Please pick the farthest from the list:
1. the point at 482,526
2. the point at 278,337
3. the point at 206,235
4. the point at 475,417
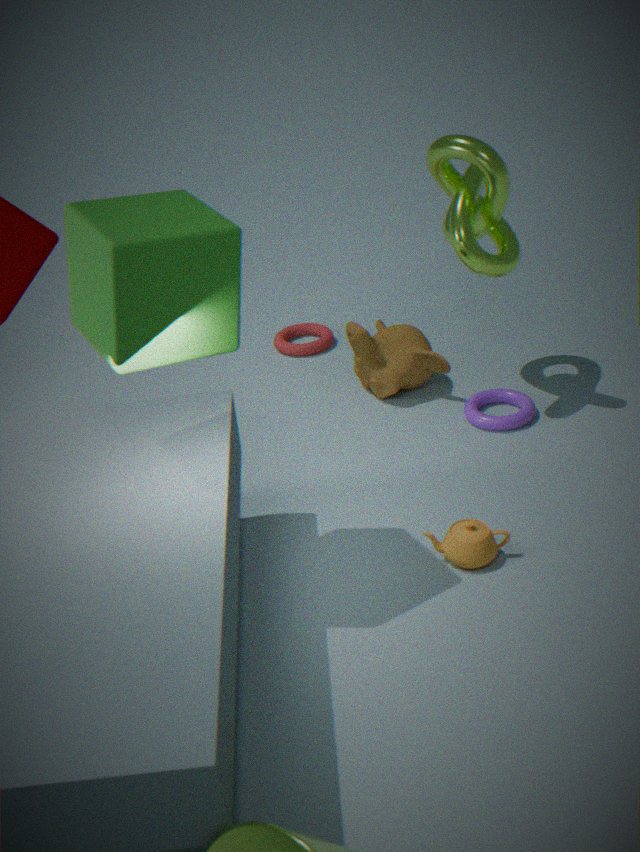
the point at 278,337
